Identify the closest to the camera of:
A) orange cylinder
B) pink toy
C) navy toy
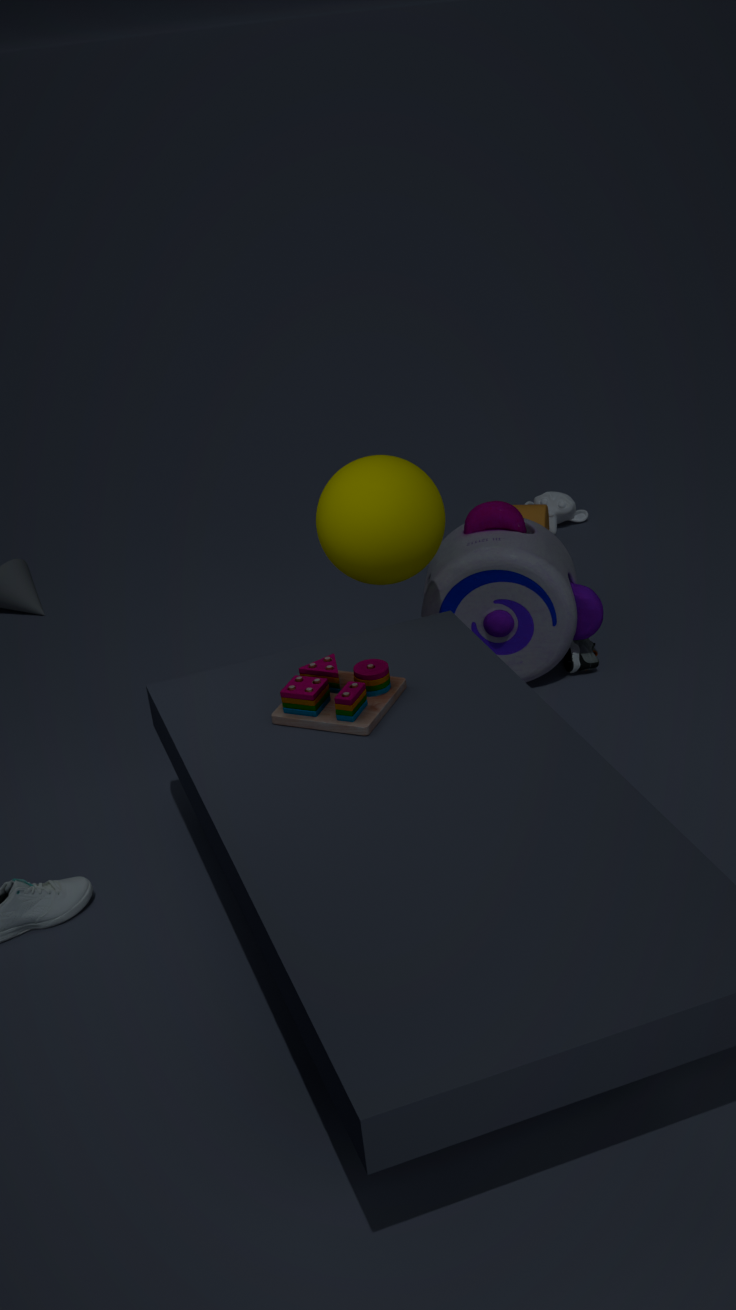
pink toy
